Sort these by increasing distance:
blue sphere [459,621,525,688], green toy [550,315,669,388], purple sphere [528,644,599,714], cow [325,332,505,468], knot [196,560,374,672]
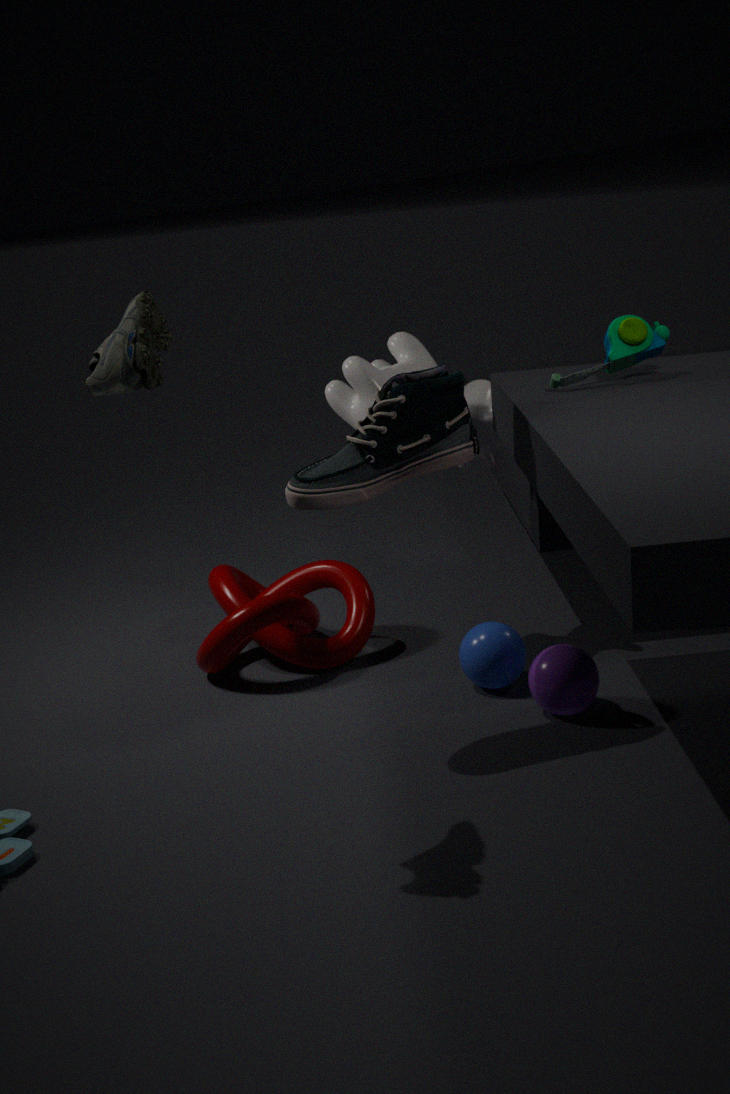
green toy [550,315,669,388] → purple sphere [528,644,599,714] → blue sphere [459,621,525,688] → cow [325,332,505,468] → knot [196,560,374,672]
